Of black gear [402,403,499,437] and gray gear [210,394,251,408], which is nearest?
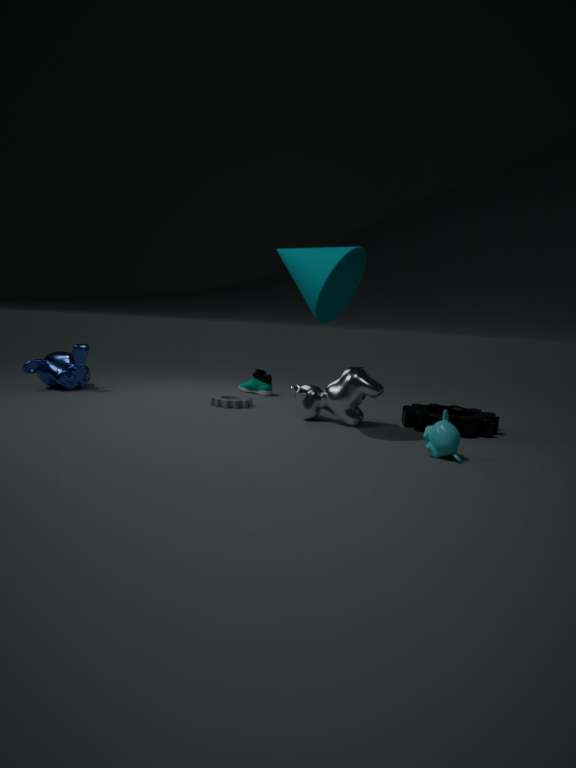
black gear [402,403,499,437]
